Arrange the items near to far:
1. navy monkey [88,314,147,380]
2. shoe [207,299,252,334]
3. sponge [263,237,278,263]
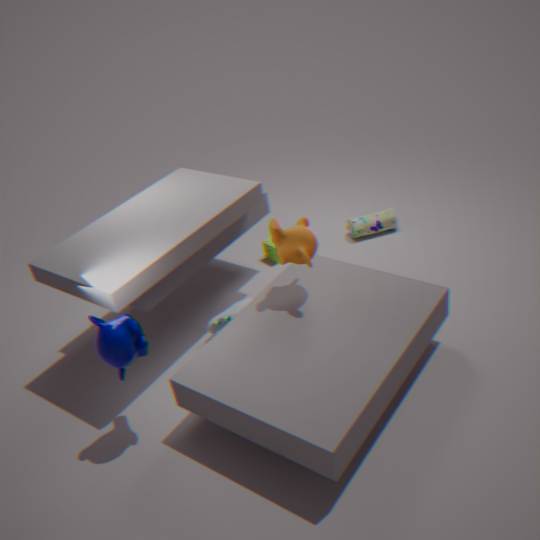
navy monkey [88,314,147,380], shoe [207,299,252,334], sponge [263,237,278,263]
